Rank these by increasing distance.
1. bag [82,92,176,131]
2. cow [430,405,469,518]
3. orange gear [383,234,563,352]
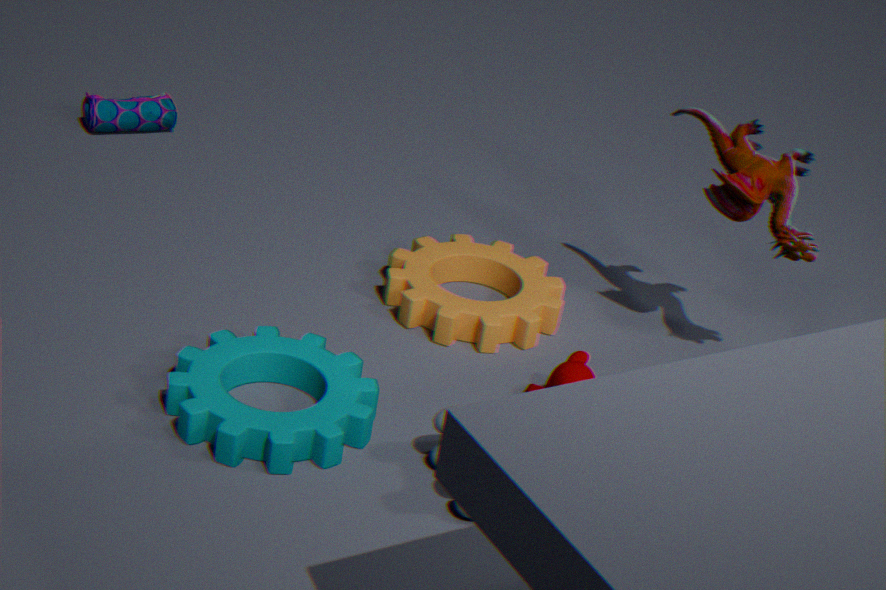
cow [430,405,469,518] → orange gear [383,234,563,352] → bag [82,92,176,131]
